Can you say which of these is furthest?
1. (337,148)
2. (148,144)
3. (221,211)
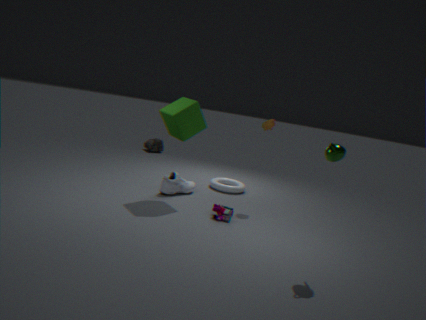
(148,144)
